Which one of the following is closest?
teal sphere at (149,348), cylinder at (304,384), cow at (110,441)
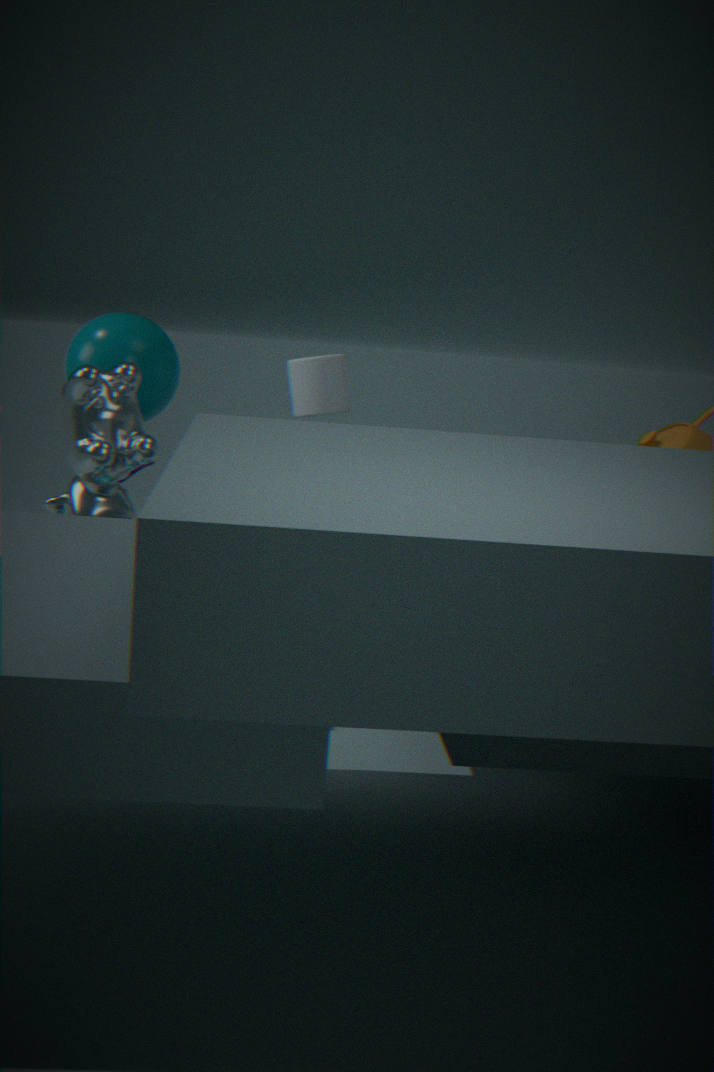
cow at (110,441)
